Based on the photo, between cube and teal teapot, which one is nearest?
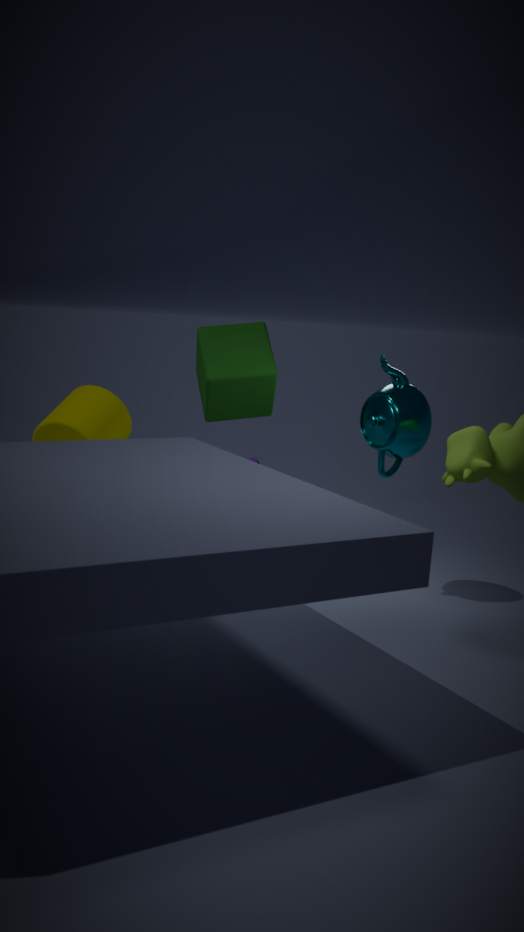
teal teapot
